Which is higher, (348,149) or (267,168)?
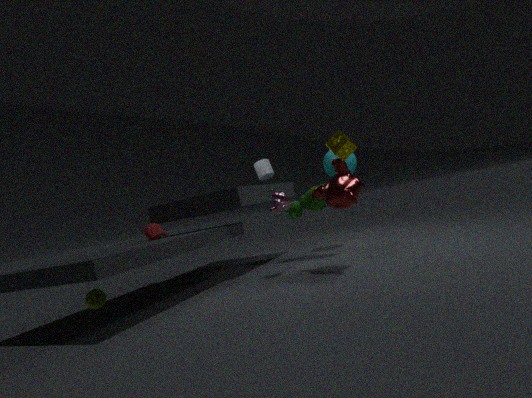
(348,149)
